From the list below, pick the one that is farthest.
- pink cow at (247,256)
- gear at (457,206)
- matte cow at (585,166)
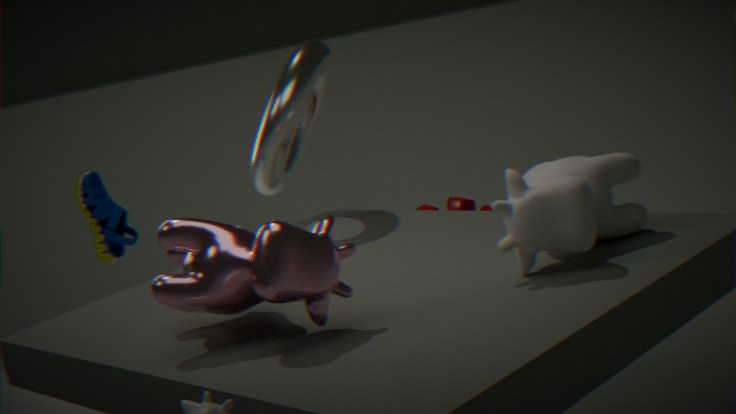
gear at (457,206)
